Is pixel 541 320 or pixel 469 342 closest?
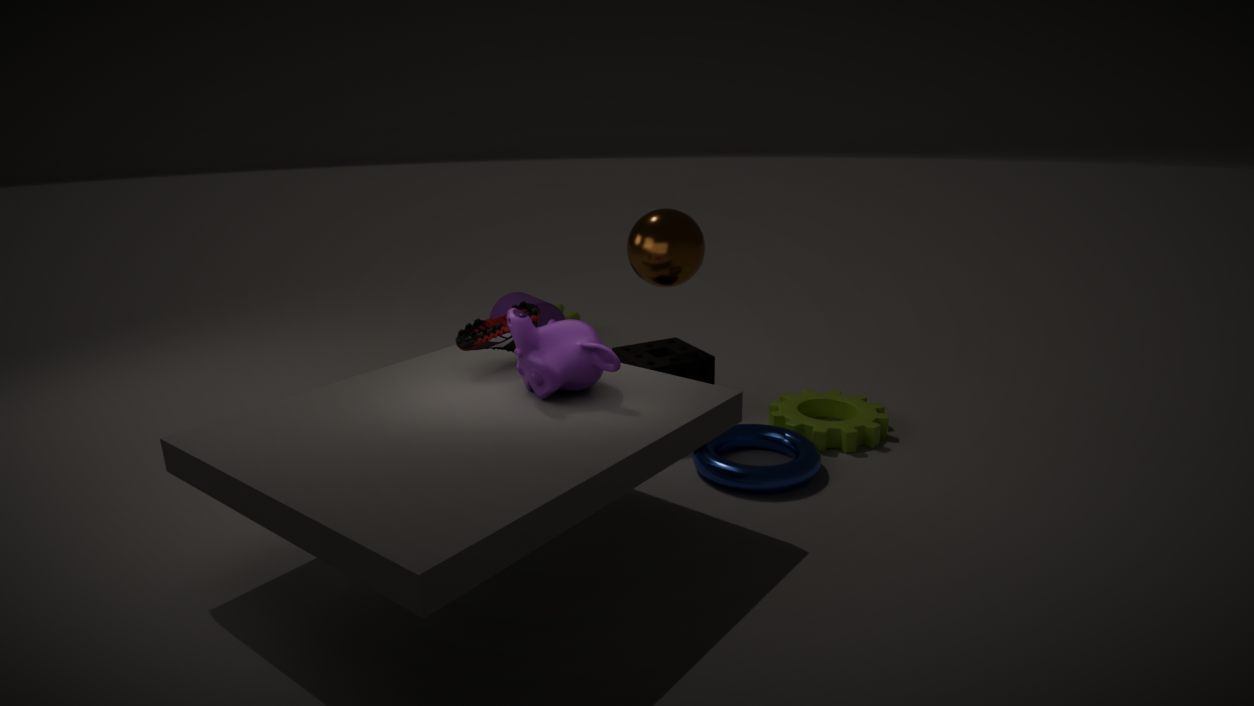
pixel 469 342
